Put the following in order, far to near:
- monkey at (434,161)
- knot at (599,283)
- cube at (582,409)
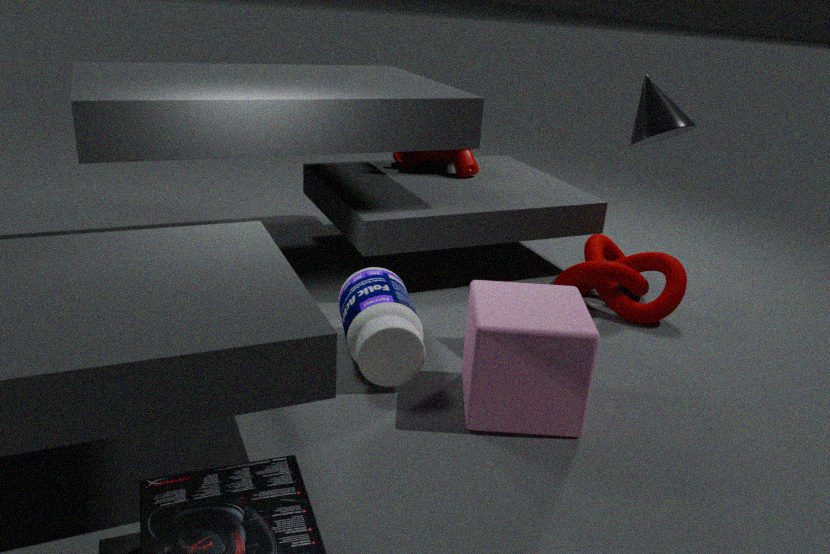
monkey at (434,161) → knot at (599,283) → cube at (582,409)
